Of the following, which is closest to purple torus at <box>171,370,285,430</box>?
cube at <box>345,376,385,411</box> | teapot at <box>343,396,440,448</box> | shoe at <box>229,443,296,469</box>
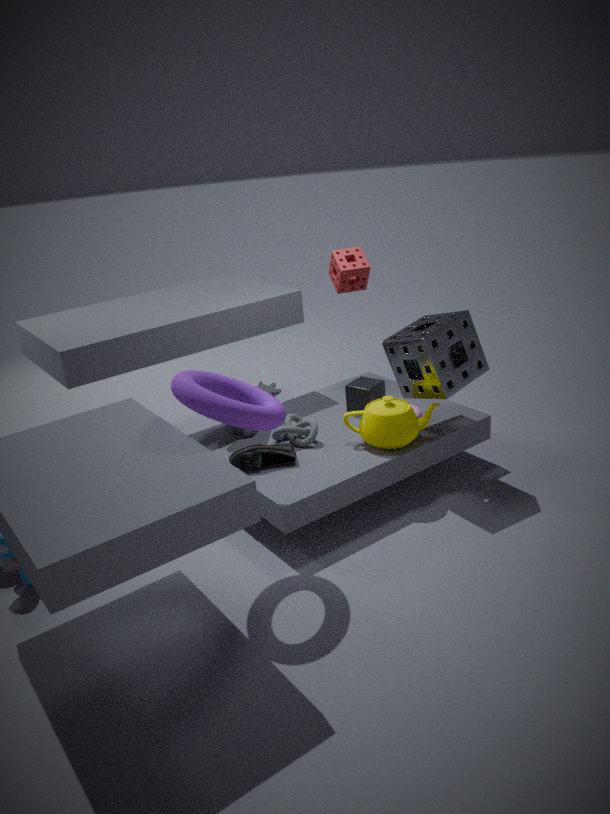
shoe at <box>229,443,296,469</box>
